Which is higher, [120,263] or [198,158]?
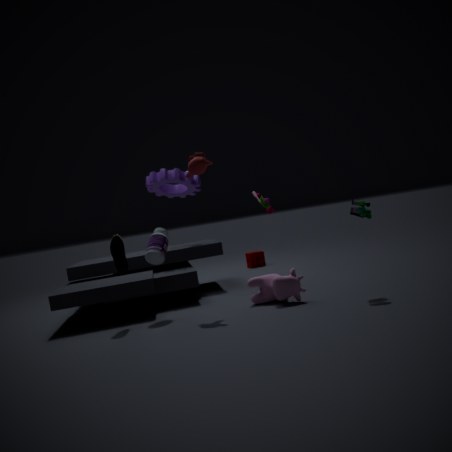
[198,158]
